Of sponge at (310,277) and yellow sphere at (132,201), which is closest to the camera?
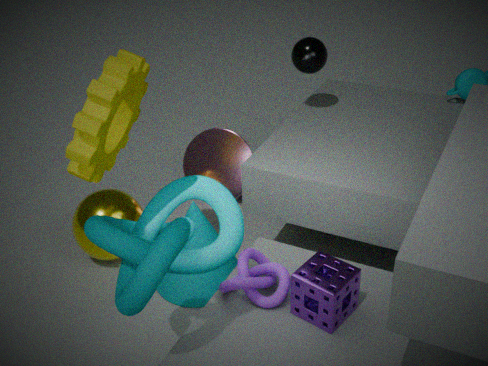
sponge at (310,277)
